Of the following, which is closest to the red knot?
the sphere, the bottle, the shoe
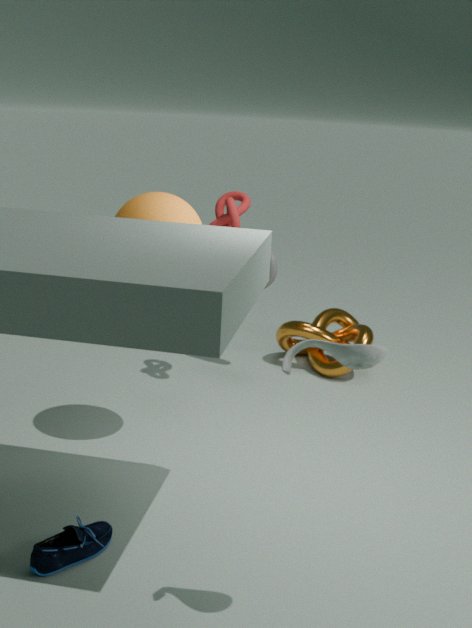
the sphere
